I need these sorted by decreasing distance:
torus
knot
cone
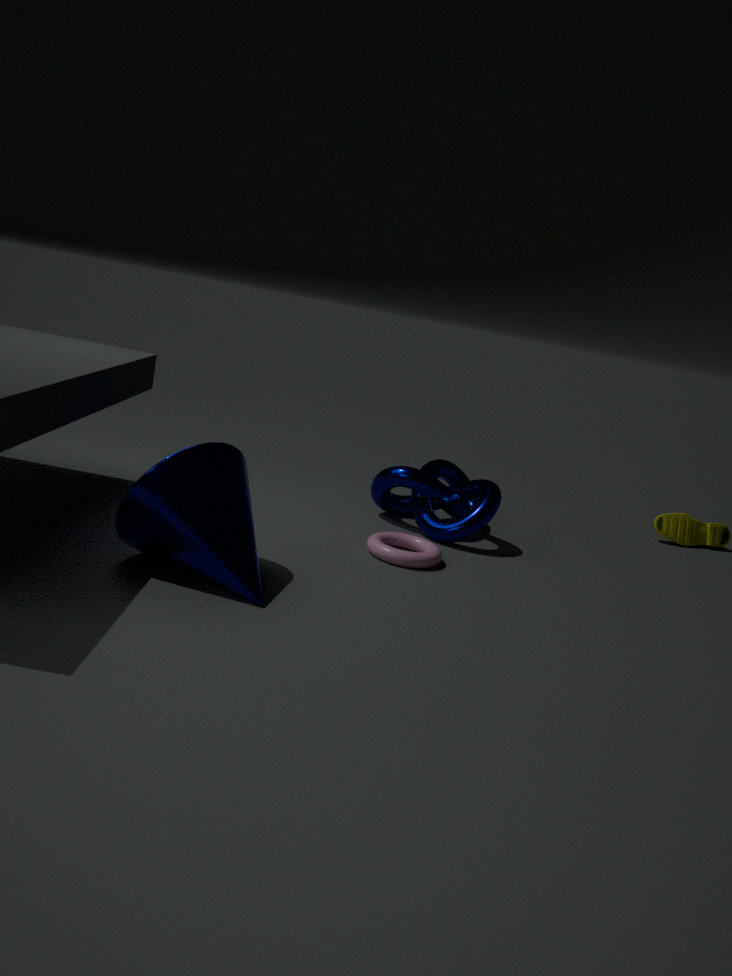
knot, torus, cone
